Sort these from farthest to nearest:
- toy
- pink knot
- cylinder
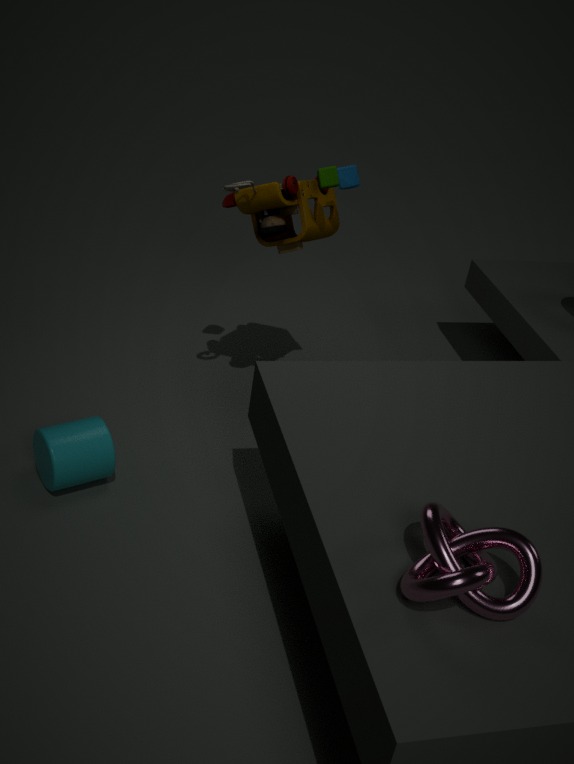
toy
cylinder
pink knot
